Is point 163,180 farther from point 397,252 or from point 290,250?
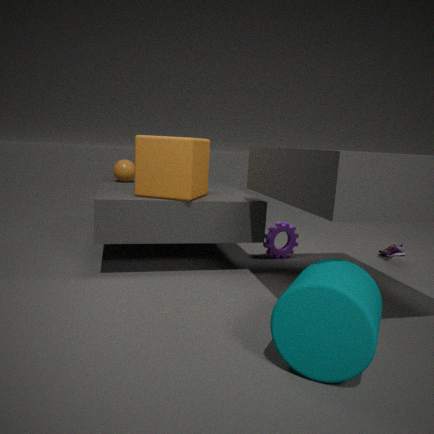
point 397,252
